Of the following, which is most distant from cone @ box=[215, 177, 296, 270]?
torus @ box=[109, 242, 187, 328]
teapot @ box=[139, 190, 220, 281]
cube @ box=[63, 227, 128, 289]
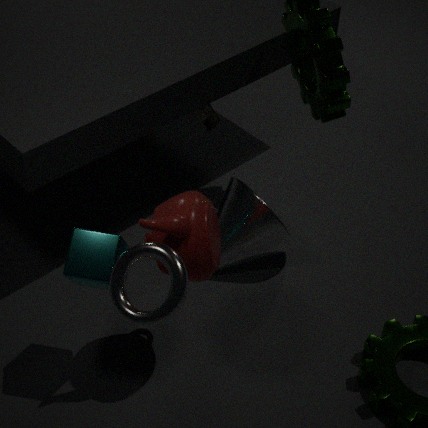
torus @ box=[109, 242, 187, 328]
